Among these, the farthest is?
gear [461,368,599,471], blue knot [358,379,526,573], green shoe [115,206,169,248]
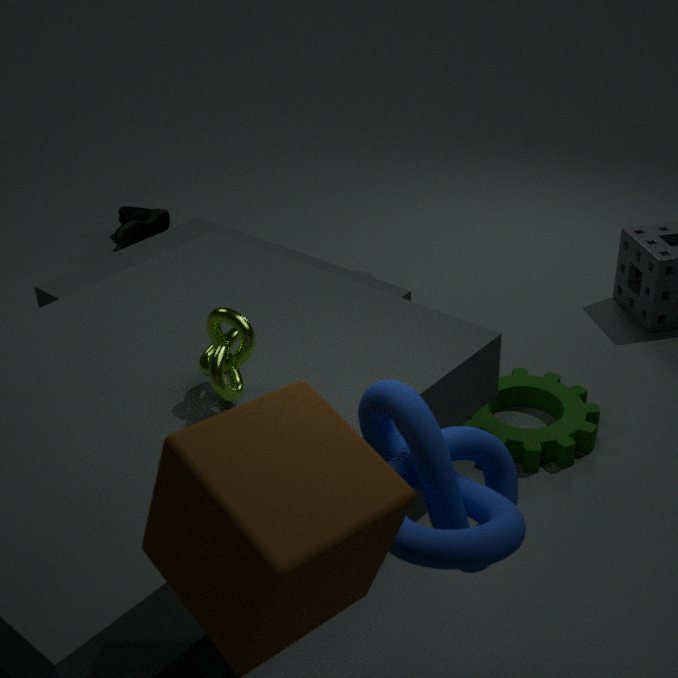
green shoe [115,206,169,248]
